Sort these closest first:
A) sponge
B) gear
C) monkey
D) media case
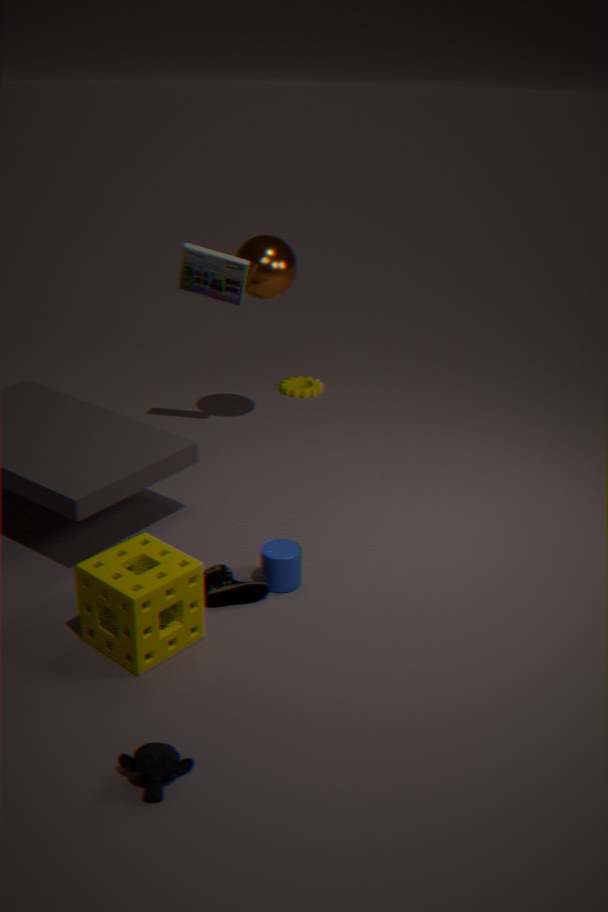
1. C. monkey
2. A. sponge
3. D. media case
4. B. gear
